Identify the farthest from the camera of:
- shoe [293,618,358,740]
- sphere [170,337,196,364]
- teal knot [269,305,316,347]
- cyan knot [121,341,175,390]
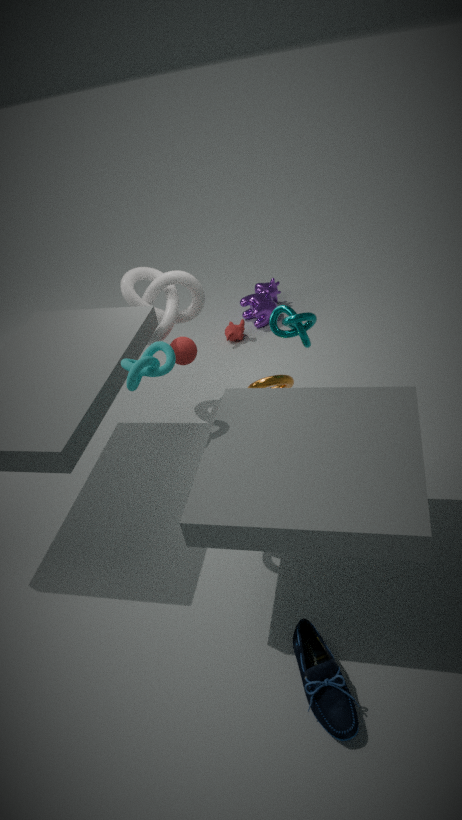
sphere [170,337,196,364]
